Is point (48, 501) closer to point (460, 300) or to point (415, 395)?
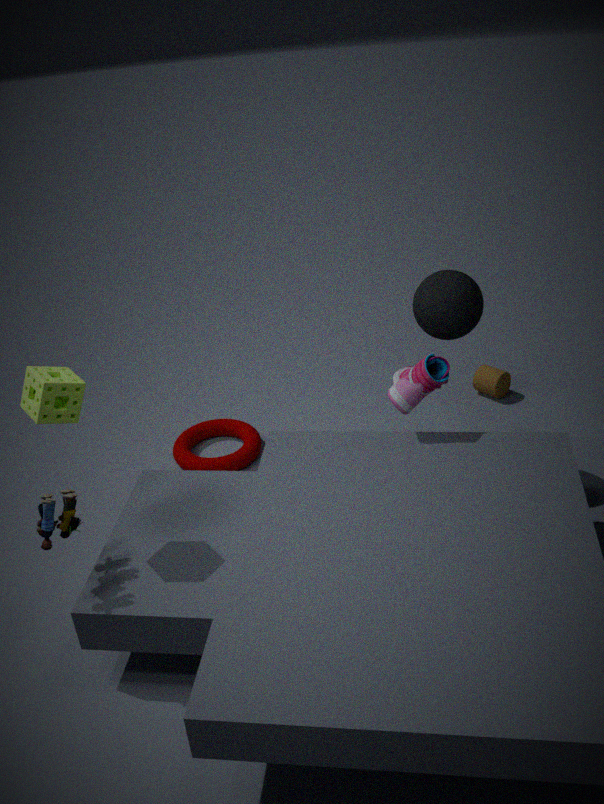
point (415, 395)
